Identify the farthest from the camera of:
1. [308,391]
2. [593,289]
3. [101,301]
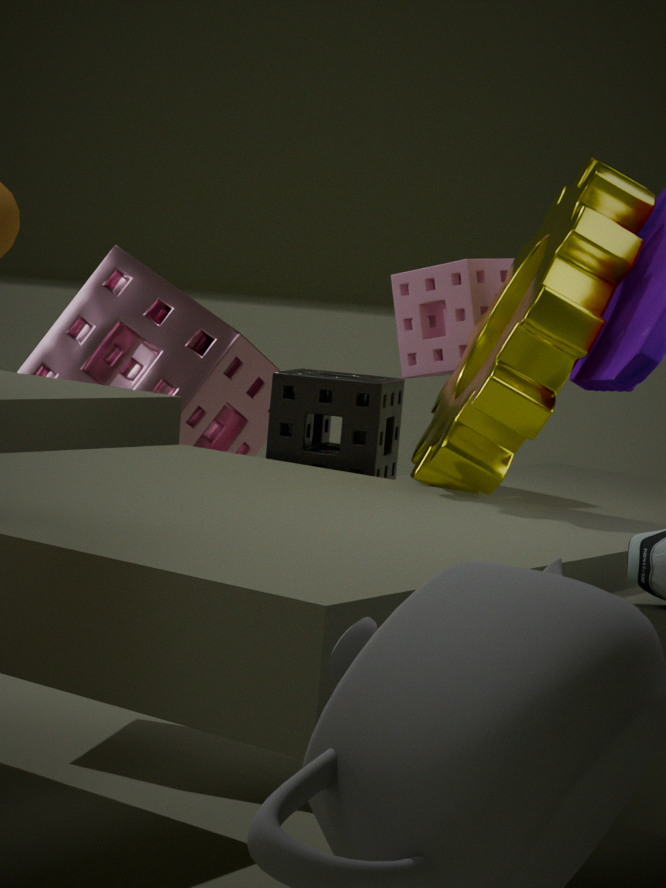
[101,301]
